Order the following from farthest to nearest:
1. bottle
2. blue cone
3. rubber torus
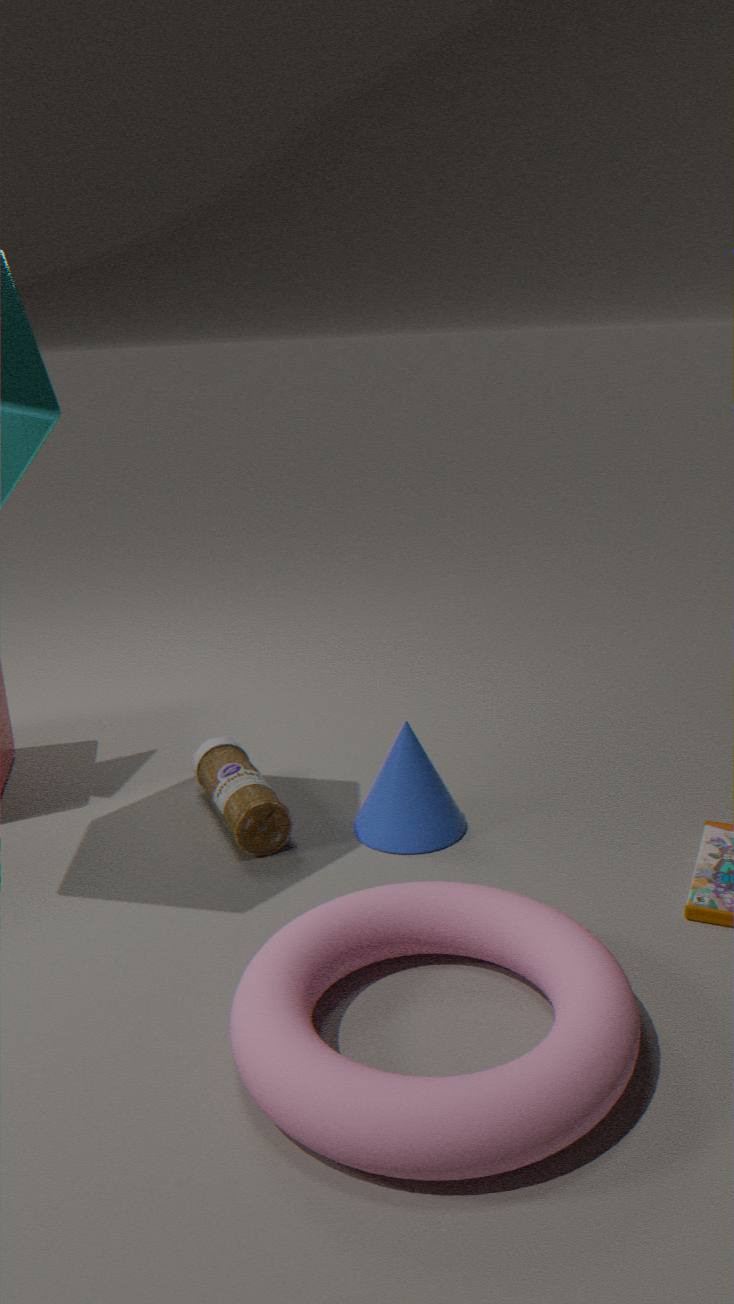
blue cone → bottle → rubber torus
